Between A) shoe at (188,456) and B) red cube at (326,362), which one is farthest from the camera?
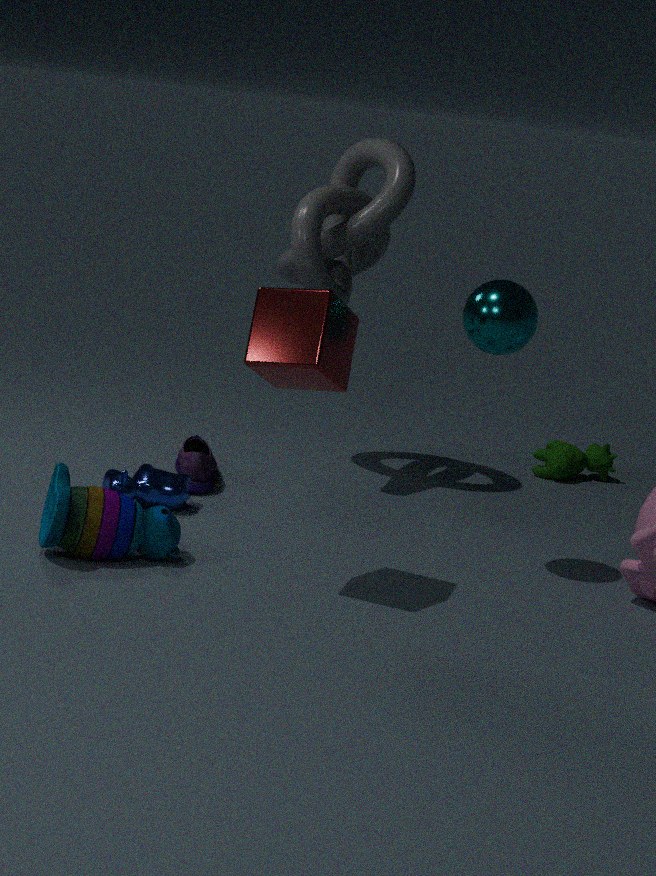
A. shoe at (188,456)
